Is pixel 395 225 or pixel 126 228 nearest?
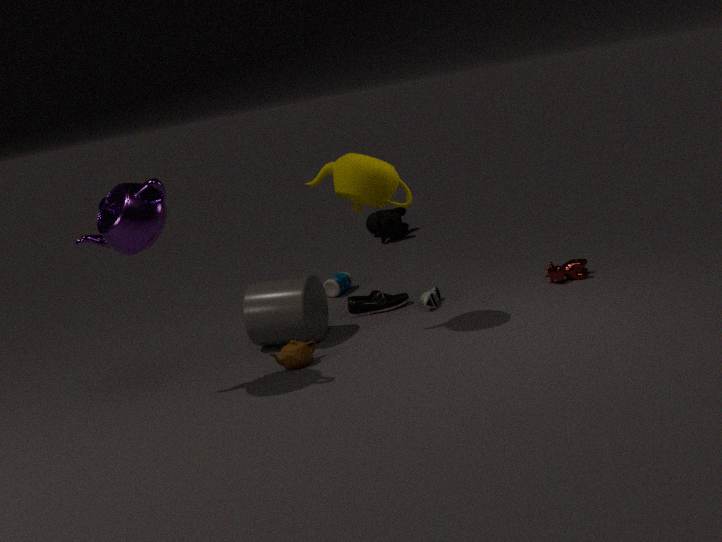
pixel 126 228
